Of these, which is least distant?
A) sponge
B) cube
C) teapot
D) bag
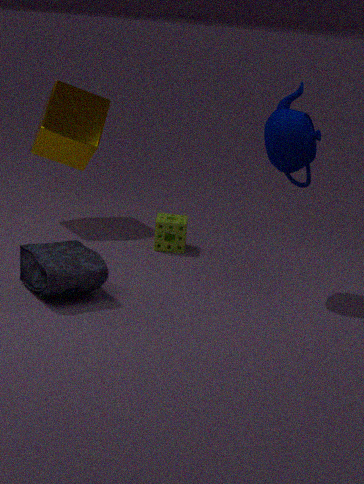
bag
